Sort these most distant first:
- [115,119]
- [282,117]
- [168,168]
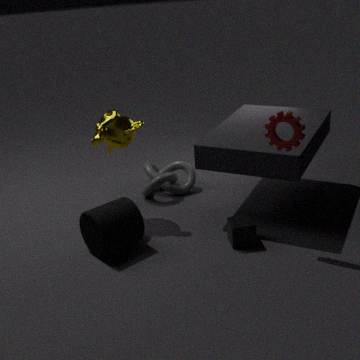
[168,168] < [115,119] < [282,117]
